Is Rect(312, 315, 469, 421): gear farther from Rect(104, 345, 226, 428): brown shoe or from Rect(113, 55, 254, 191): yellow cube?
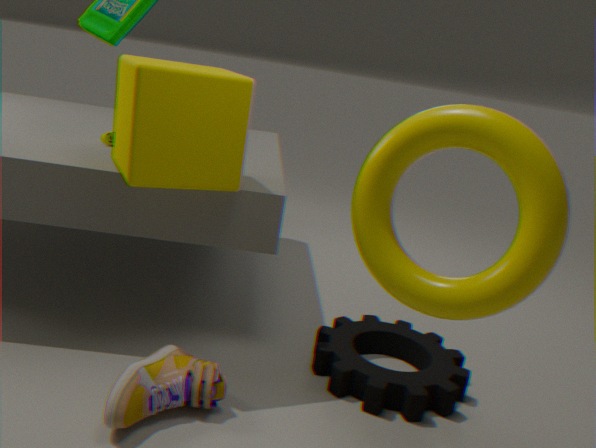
Rect(113, 55, 254, 191): yellow cube
